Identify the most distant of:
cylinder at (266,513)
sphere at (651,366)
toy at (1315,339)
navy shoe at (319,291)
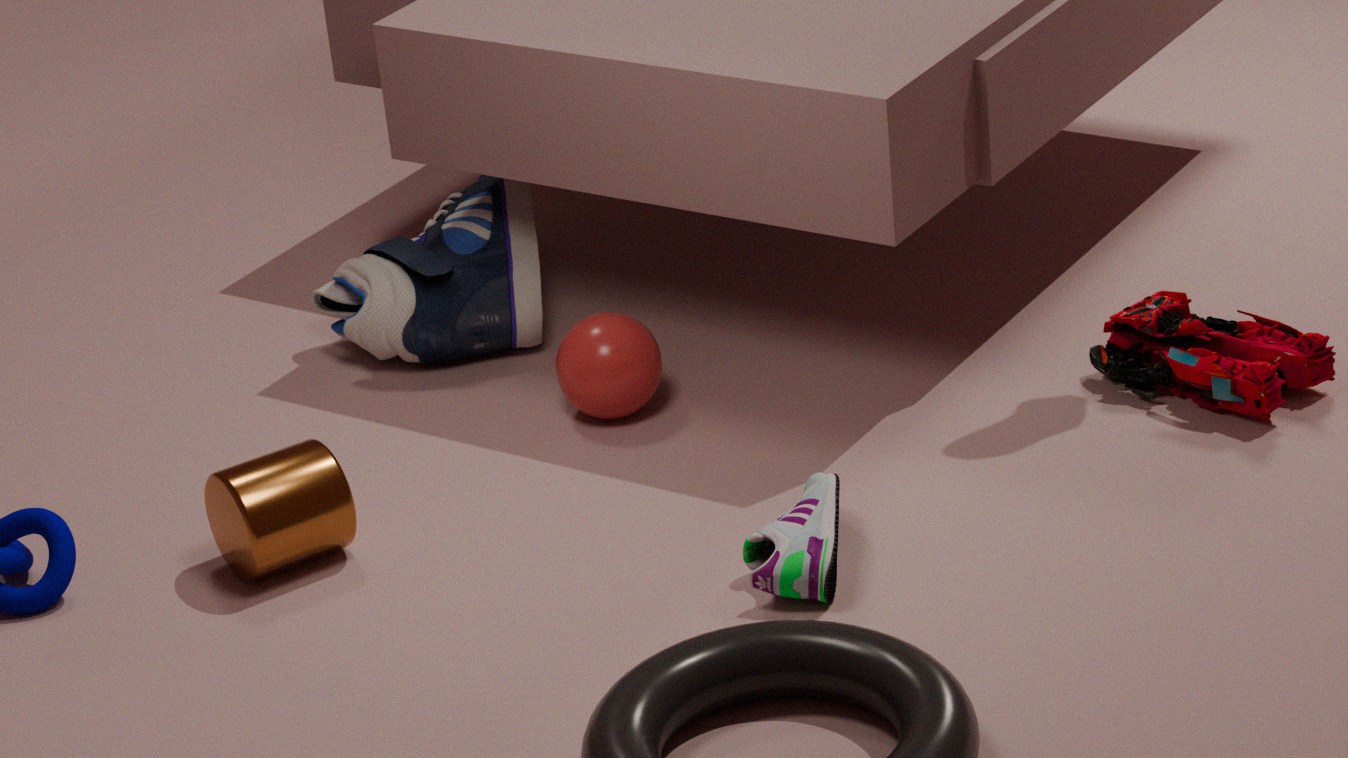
navy shoe at (319,291)
